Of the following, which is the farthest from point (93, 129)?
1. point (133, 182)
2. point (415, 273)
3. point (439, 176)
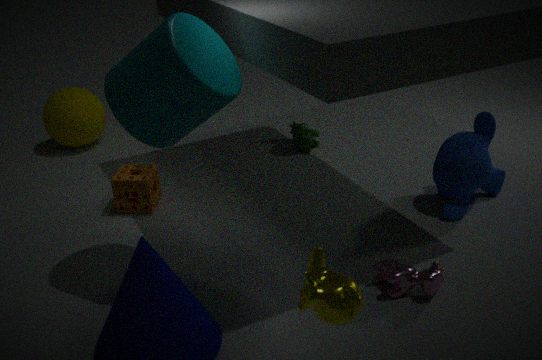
point (415, 273)
